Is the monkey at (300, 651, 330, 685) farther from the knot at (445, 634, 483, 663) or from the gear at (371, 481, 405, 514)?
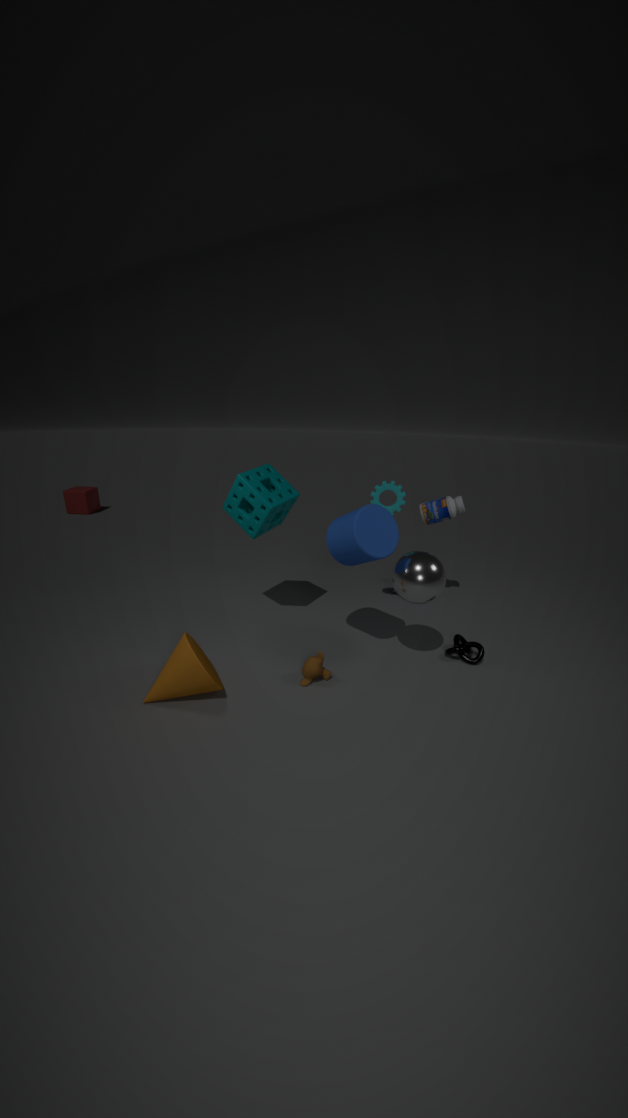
the gear at (371, 481, 405, 514)
